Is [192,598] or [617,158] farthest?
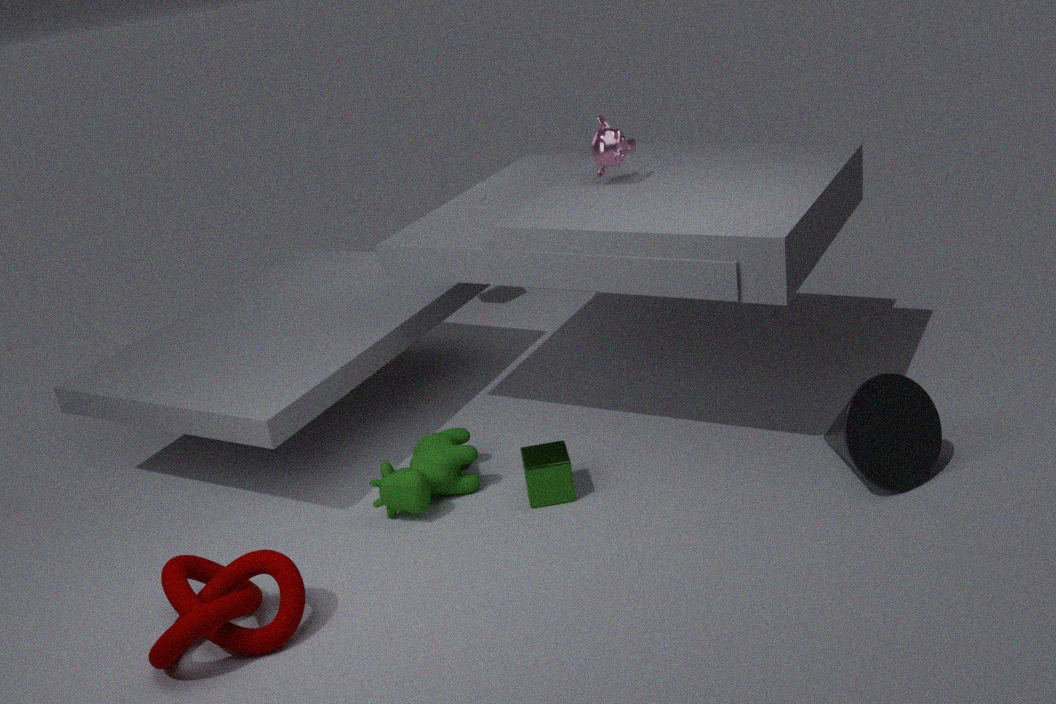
[617,158]
